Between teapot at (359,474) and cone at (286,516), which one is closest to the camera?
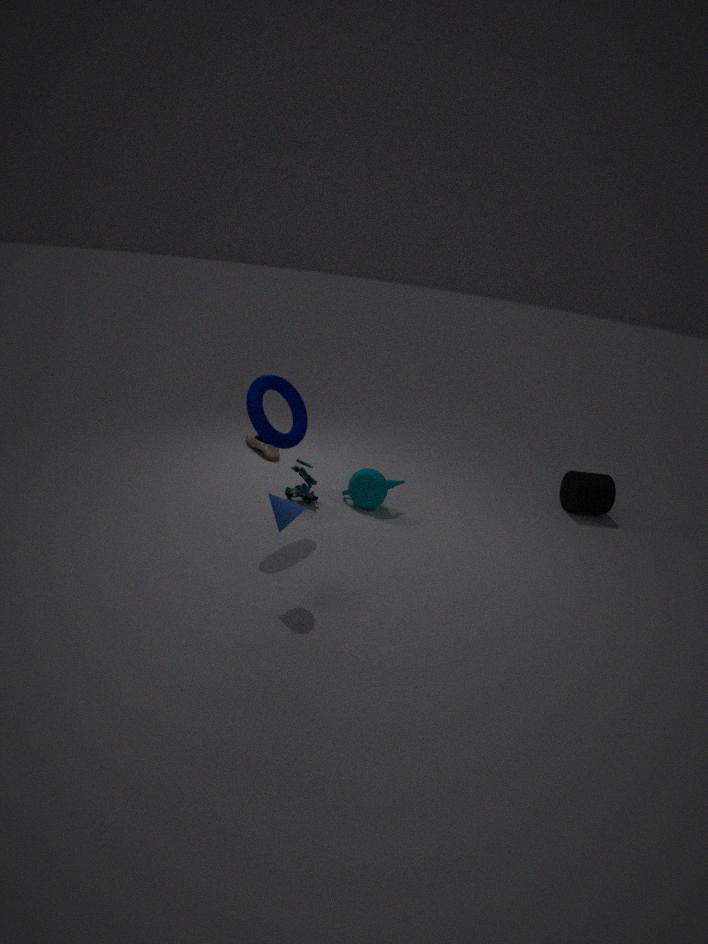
cone at (286,516)
